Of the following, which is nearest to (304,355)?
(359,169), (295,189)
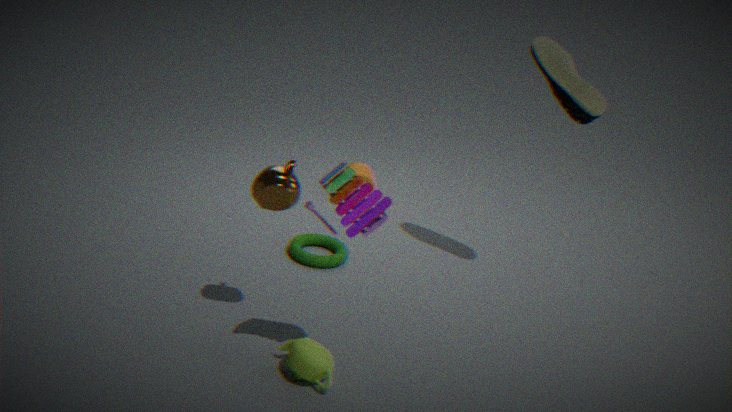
(295,189)
